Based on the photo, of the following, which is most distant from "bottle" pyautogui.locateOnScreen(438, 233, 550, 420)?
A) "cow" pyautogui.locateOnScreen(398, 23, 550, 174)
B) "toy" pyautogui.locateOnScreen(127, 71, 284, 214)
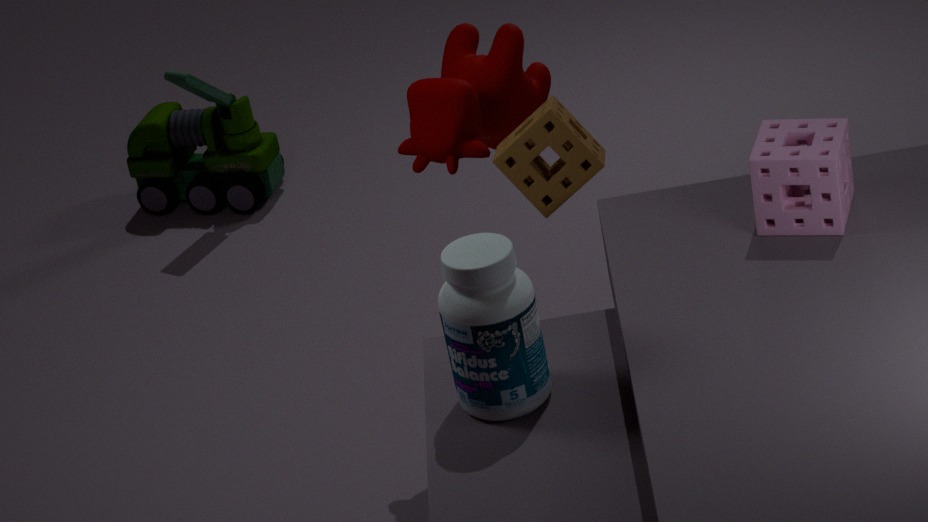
"toy" pyautogui.locateOnScreen(127, 71, 284, 214)
